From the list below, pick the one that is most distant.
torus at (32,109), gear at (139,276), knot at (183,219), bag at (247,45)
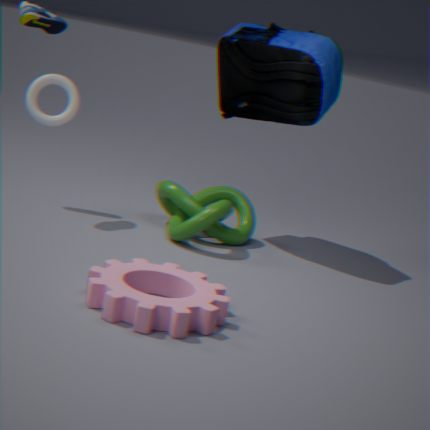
torus at (32,109)
